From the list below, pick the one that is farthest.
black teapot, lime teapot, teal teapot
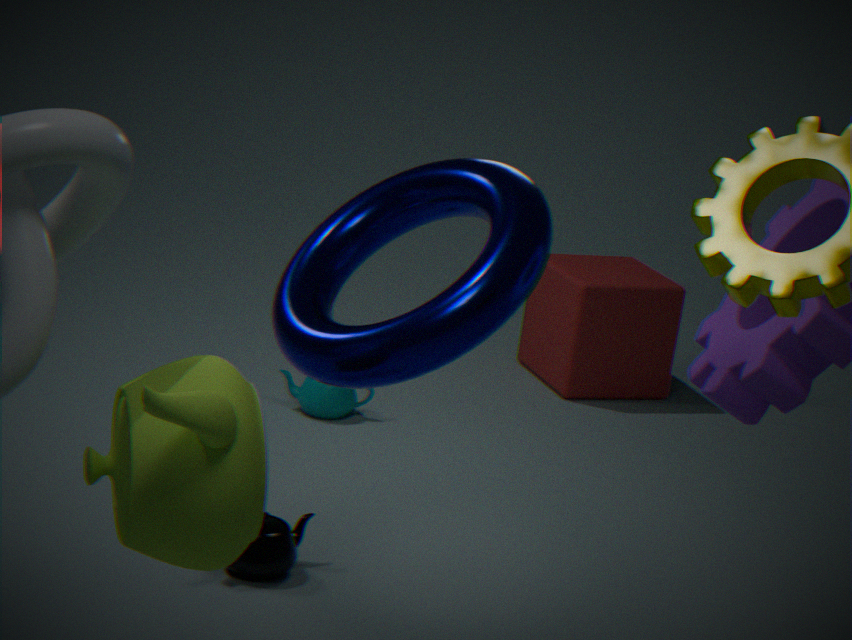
teal teapot
